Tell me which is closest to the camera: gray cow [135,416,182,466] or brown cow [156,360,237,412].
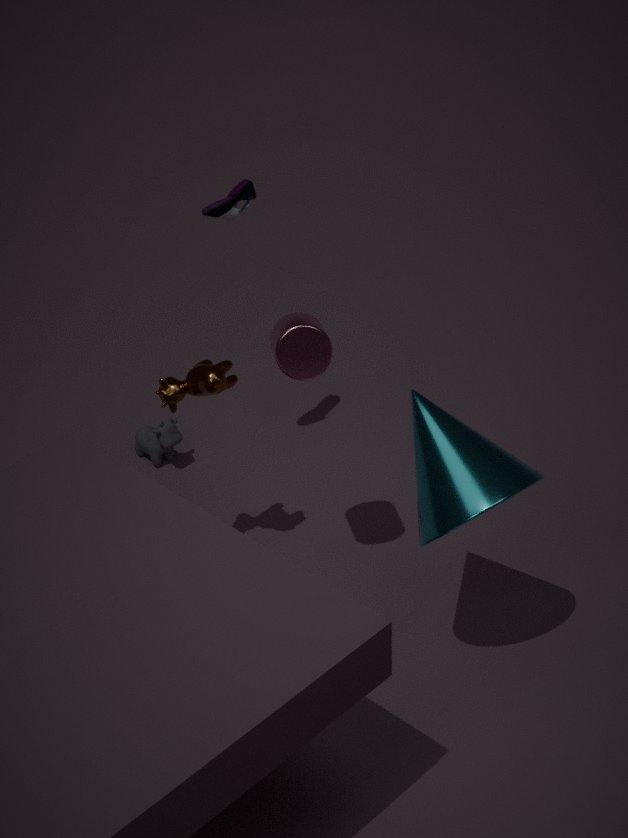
brown cow [156,360,237,412]
